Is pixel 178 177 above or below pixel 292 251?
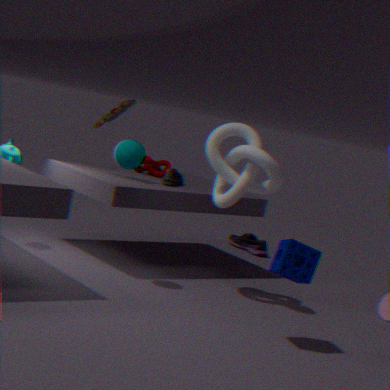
above
